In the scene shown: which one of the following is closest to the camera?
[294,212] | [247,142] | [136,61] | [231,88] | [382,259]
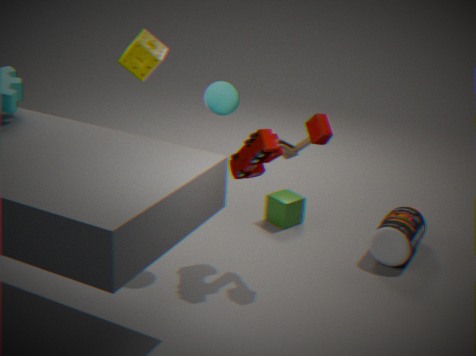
[231,88]
